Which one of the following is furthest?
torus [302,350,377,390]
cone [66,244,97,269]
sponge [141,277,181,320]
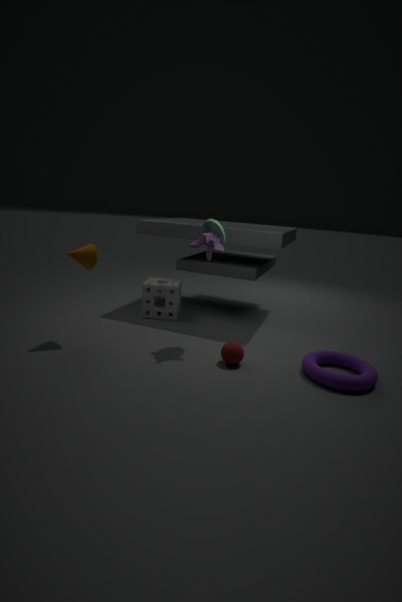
sponge [141,277,181,320]
